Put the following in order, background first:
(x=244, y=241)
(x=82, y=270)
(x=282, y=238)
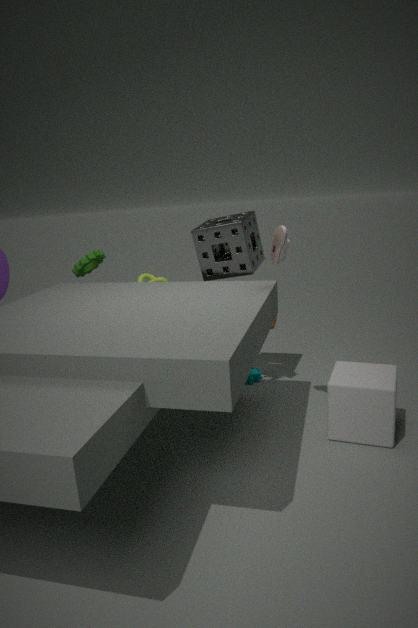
(x=82, y=270)
(x=244, y=241)
(x=282, y=238)
